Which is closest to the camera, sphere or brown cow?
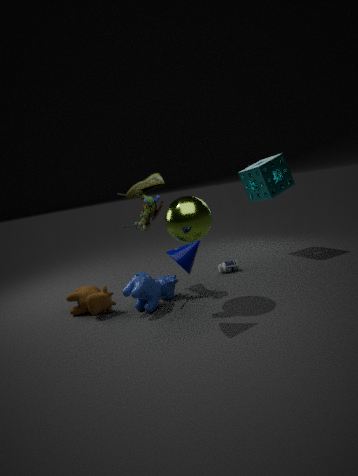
sphere
